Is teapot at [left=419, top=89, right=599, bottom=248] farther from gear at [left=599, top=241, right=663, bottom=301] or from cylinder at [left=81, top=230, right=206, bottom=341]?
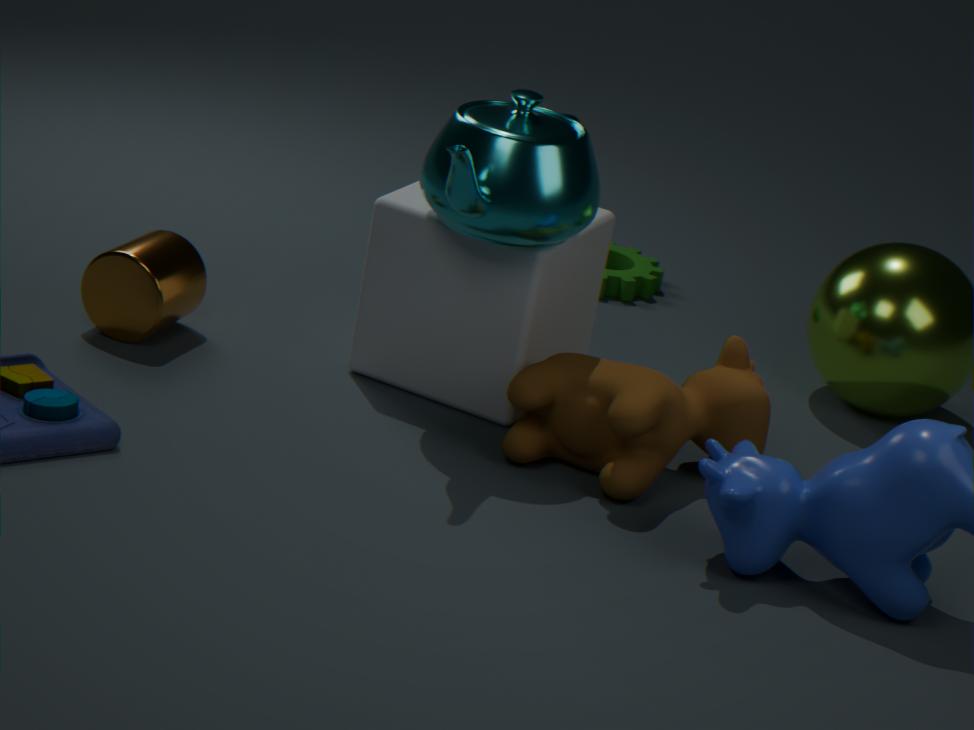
gear at [left=599, top=241, right=663, bottom=301]
